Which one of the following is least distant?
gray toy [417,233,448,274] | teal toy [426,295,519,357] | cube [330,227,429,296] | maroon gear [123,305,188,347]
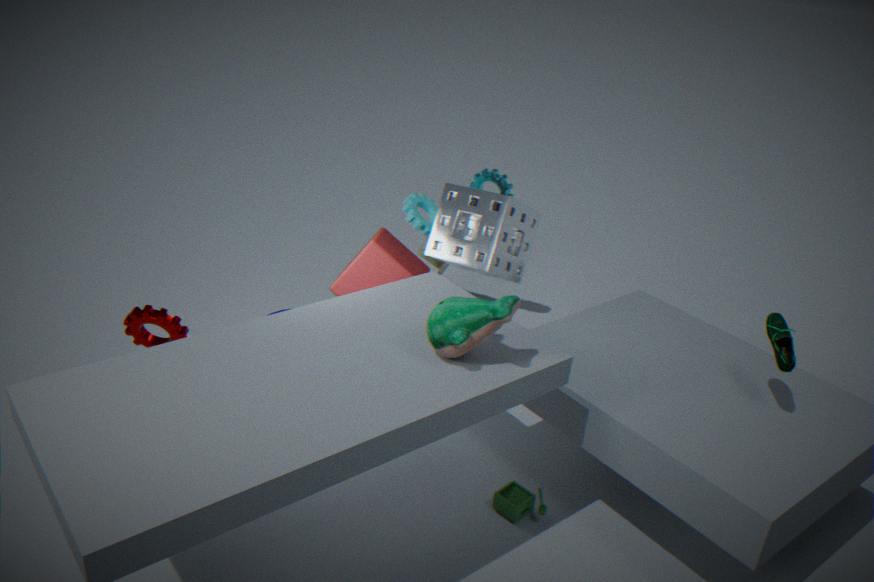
teal toy [426,295,519,357]
